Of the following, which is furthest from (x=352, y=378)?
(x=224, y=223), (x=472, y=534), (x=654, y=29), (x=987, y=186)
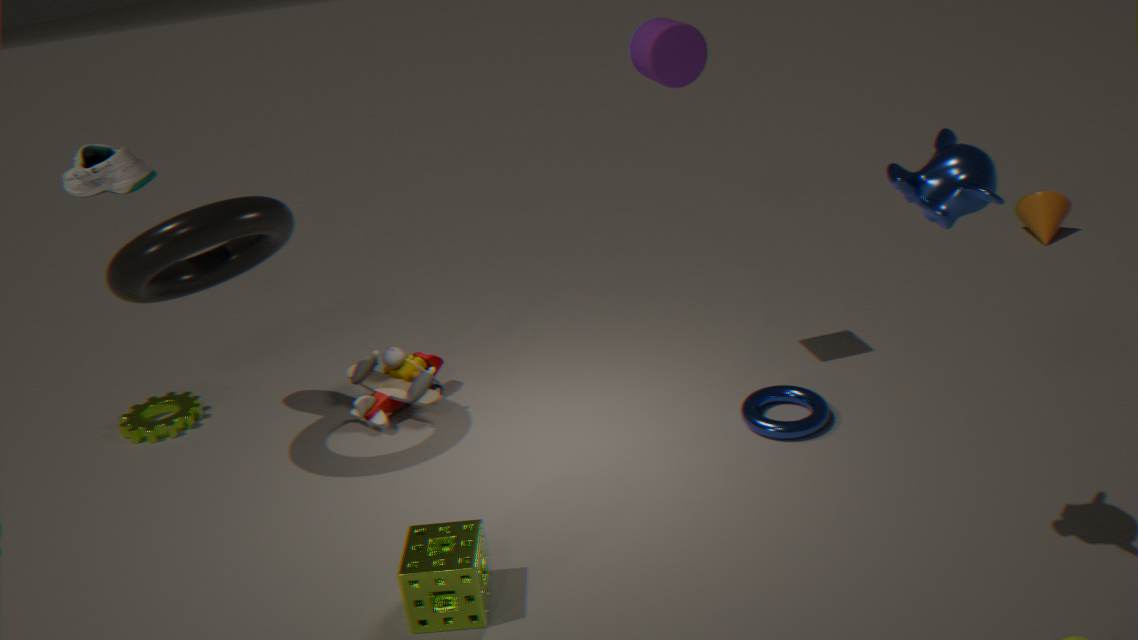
(x=987, y=186)
